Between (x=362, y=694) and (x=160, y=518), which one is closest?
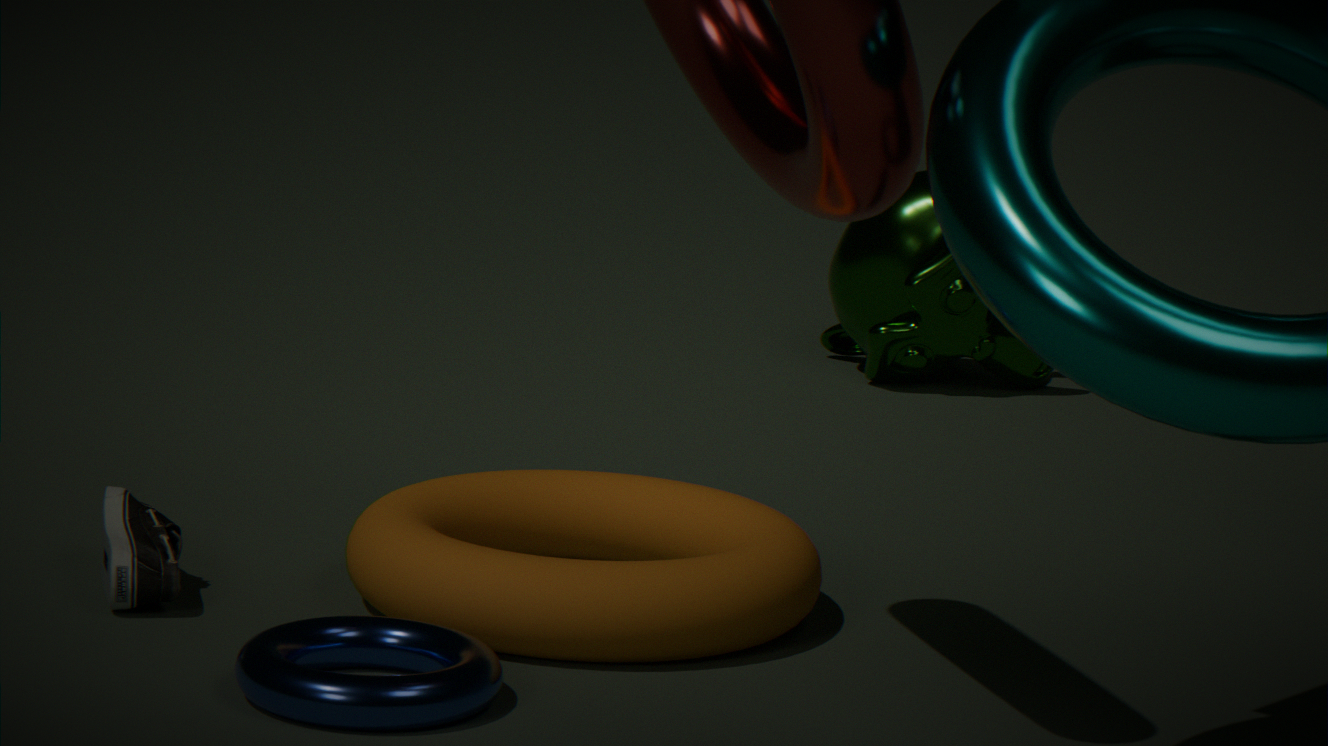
(x=362, y=694)
